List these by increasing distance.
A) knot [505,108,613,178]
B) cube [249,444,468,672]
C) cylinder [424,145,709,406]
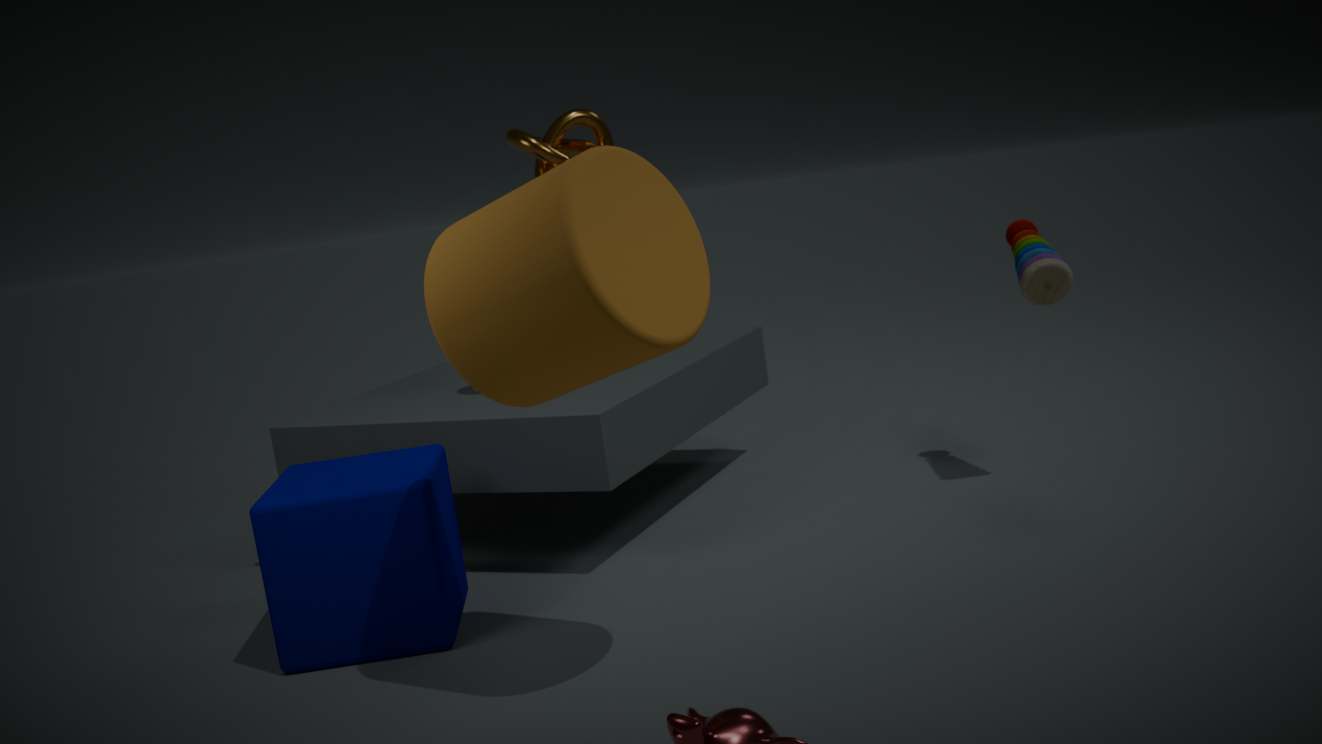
cylinder [424,145,709,406], cube [249,444,468,672], knot [505,108,613,178]
